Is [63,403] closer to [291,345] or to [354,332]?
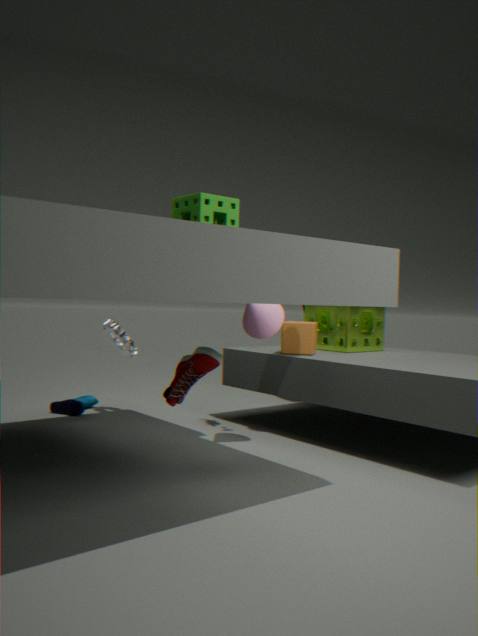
[291,345]
